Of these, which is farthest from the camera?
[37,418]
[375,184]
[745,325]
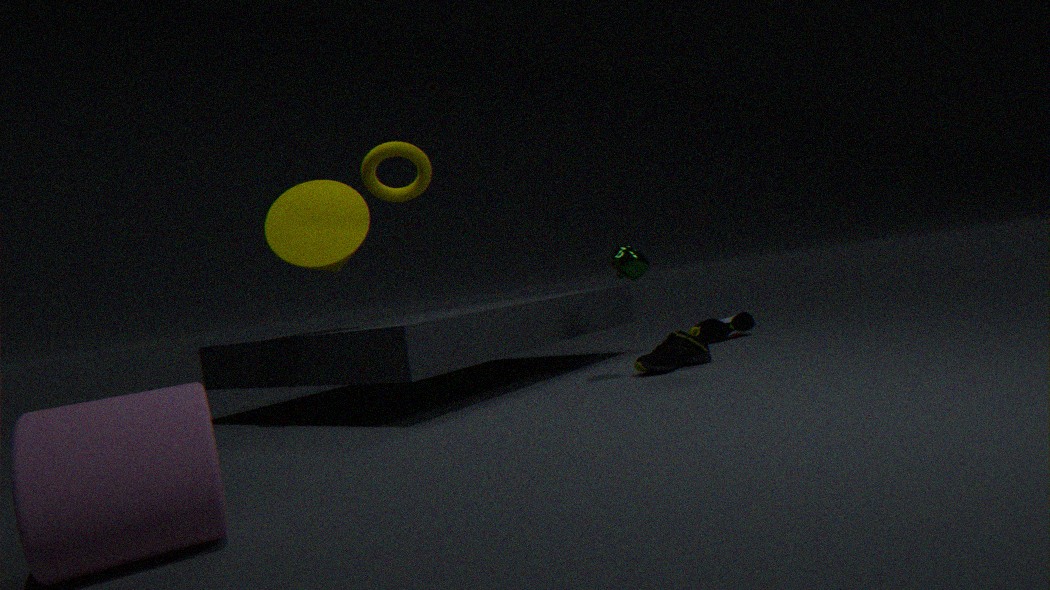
[745,325]
